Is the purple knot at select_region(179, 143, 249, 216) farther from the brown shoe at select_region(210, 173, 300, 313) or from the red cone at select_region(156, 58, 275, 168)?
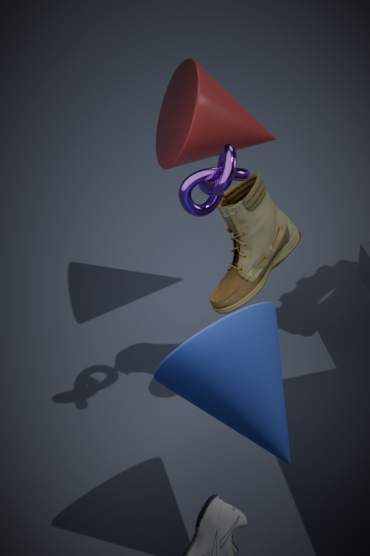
the red cone at select_region(156, 58, 275, 168)
